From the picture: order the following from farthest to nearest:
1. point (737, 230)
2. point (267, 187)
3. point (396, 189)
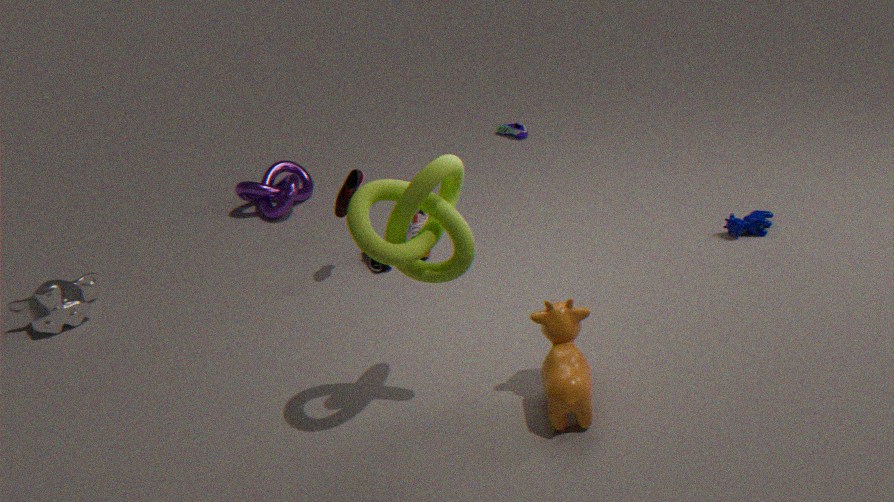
point (267, 187)
point (737, 230)
point (396, 189)
